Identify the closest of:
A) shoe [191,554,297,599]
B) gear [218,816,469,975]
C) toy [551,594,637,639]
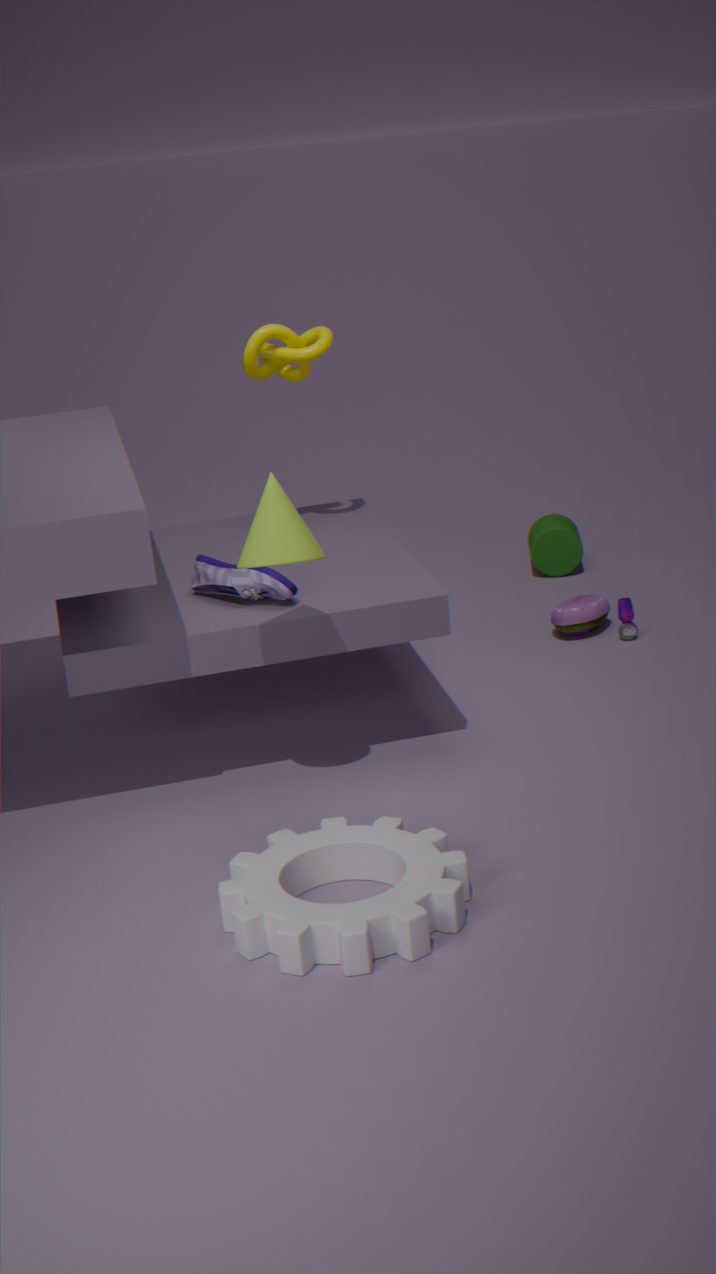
gear [218,816,469,975]
